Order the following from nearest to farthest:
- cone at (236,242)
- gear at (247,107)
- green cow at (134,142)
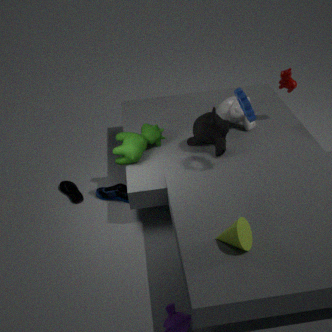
cone at (236,242) < gear at (247,107) < green cow at (134,142)
